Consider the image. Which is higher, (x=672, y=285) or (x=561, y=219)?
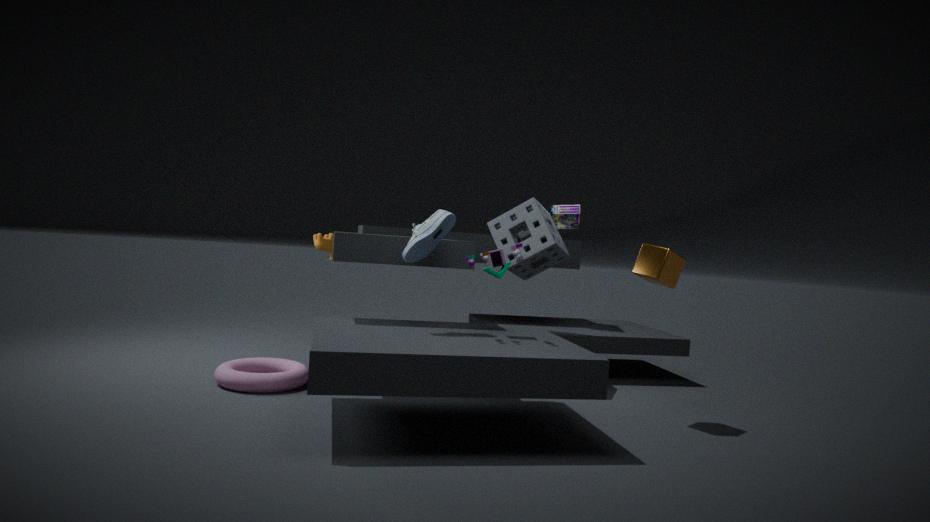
(x=561, y=219)
